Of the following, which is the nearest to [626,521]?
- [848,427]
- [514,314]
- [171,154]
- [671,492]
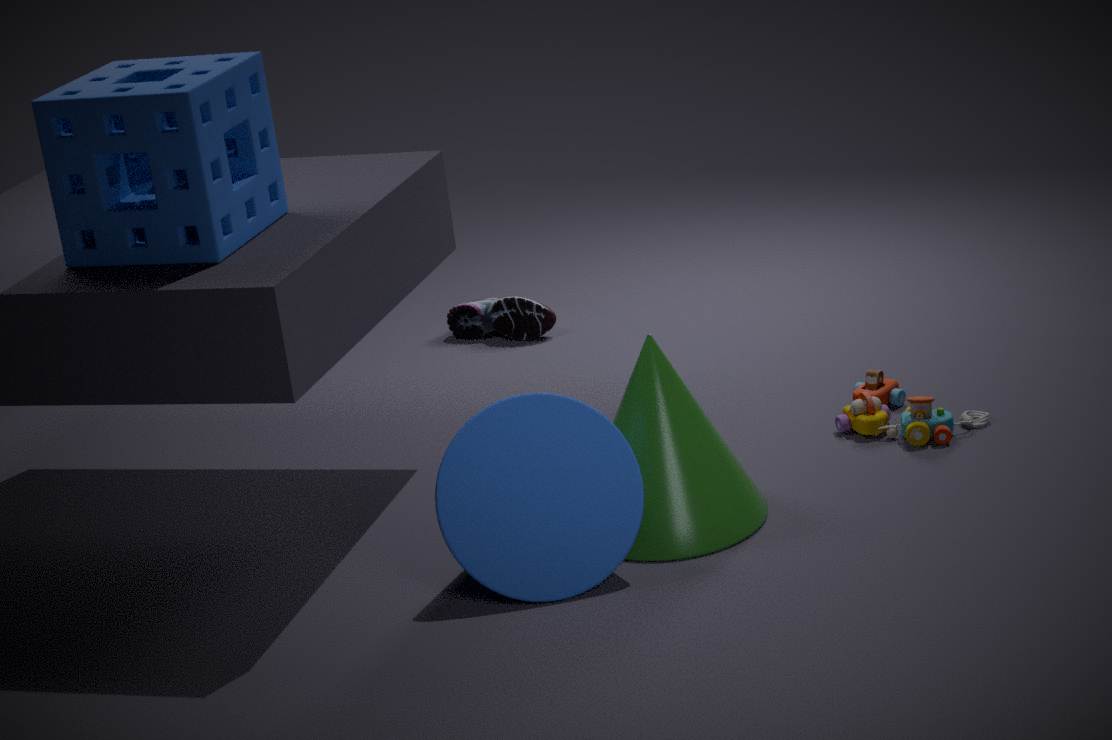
[671,492]
